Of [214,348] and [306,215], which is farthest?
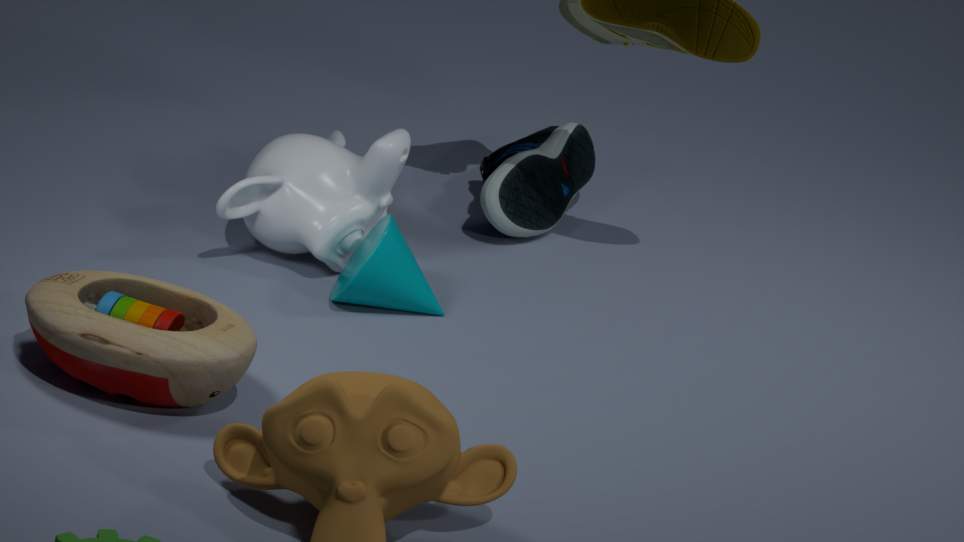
[306,215]
